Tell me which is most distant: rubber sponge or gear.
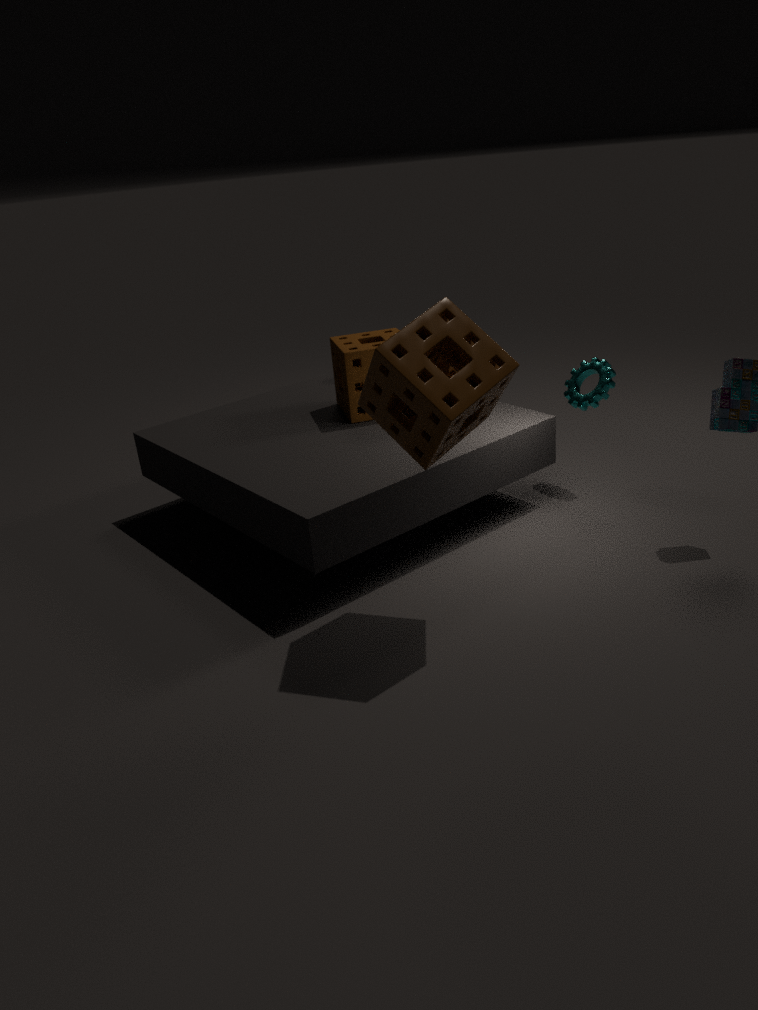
gear
